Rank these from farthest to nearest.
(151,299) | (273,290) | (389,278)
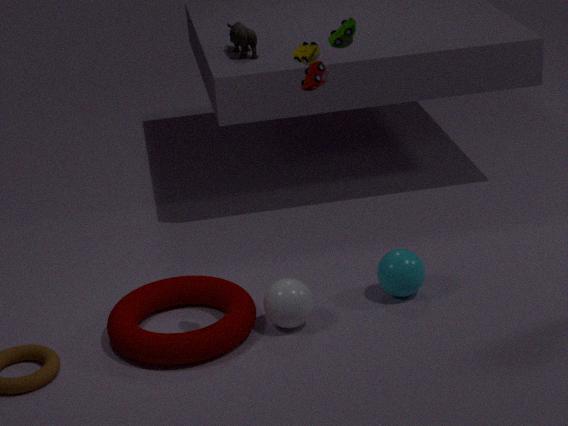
(151,299) → (389,278) → (273,290)
